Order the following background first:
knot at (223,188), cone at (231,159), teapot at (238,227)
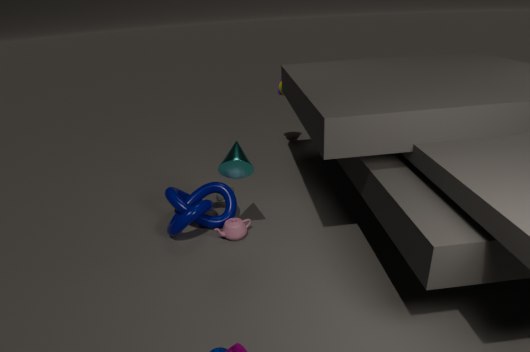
teapot at (238,227), knot at (223,188), cone at (231,159)
